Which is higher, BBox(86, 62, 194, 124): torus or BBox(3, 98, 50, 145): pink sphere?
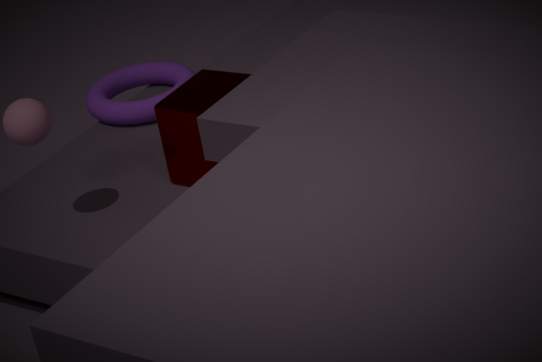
BBox(3, 98, 50, 145): pink sphere
